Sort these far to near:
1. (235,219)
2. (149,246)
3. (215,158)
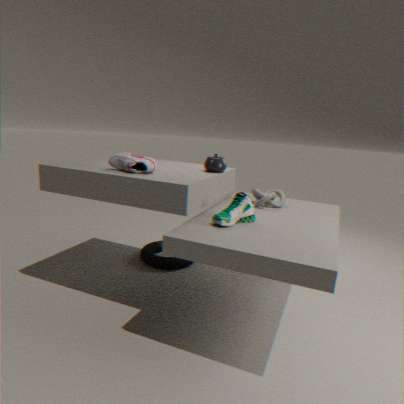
(149,246)
(215,158)
(235,219)
